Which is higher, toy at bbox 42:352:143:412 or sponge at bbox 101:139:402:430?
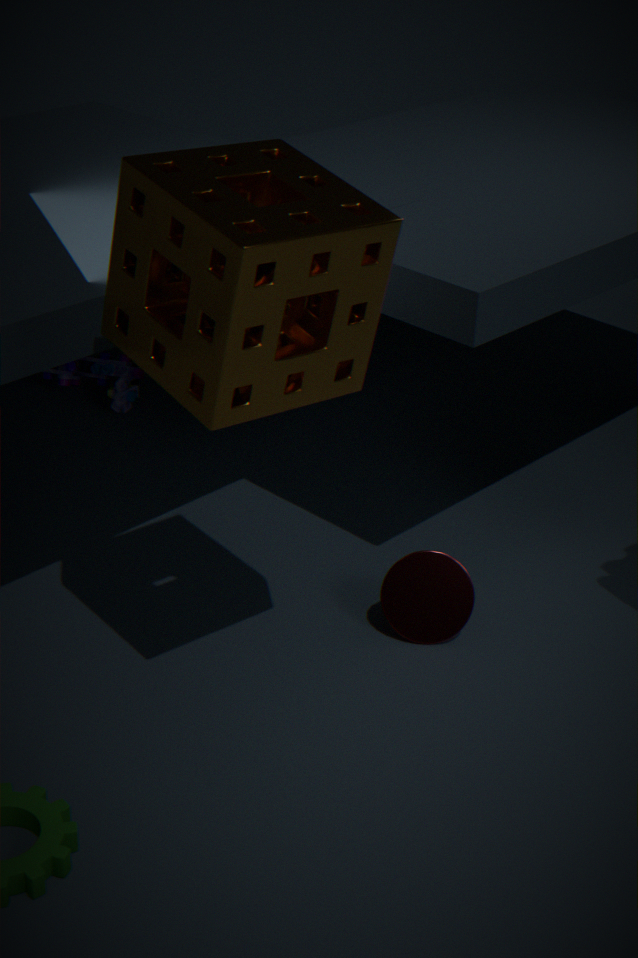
sponge at bbox 101:139:402:430
